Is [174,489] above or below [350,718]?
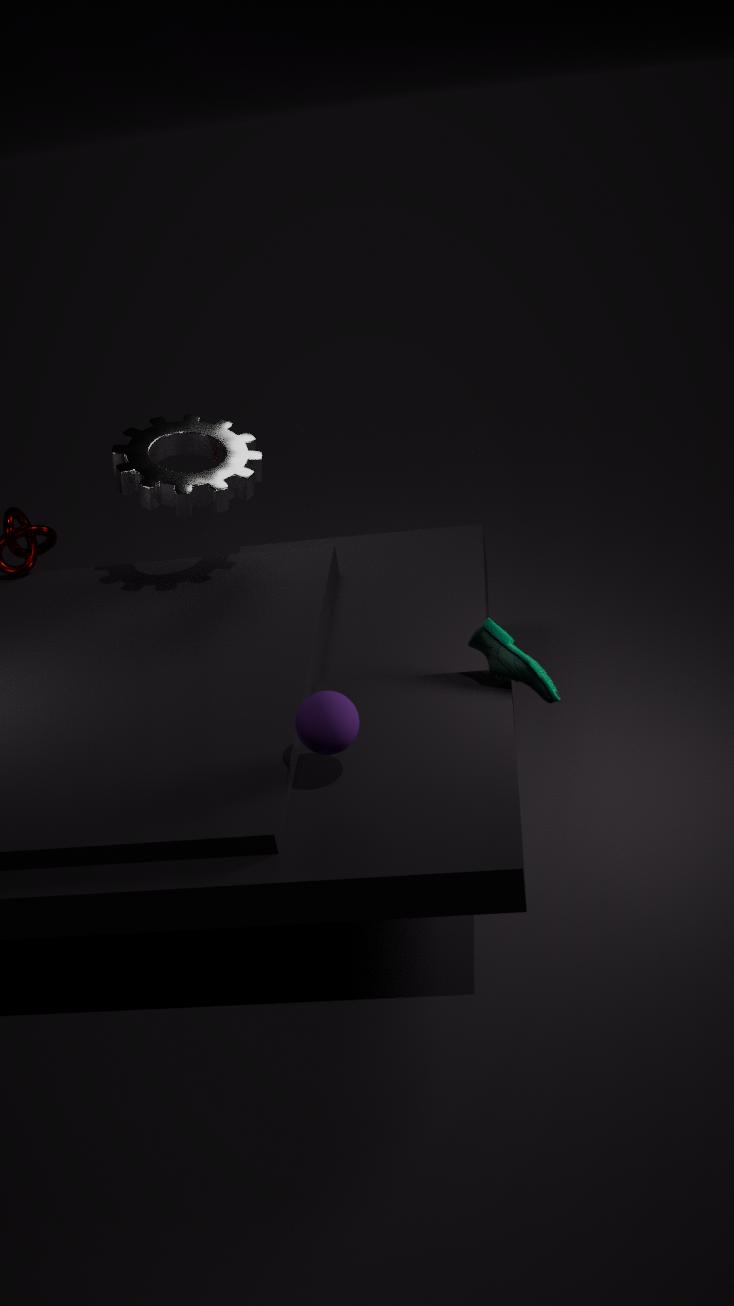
above
